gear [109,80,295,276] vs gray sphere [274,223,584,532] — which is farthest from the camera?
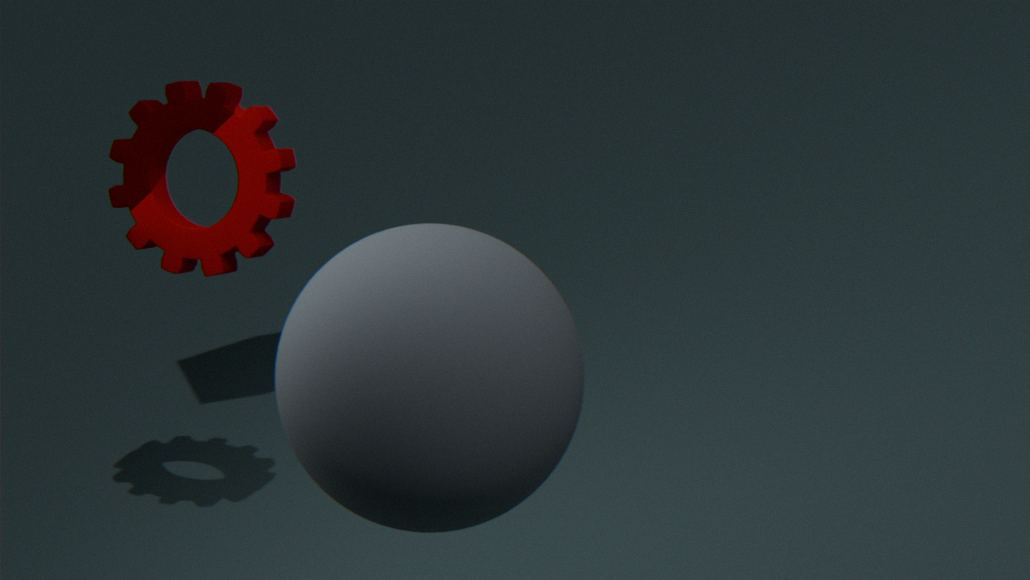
gear [109,80,295,276]
